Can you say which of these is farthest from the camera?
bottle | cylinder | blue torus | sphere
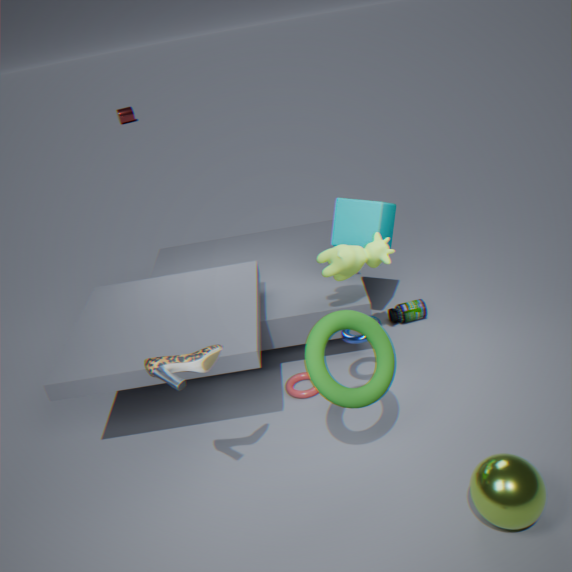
cylinder
